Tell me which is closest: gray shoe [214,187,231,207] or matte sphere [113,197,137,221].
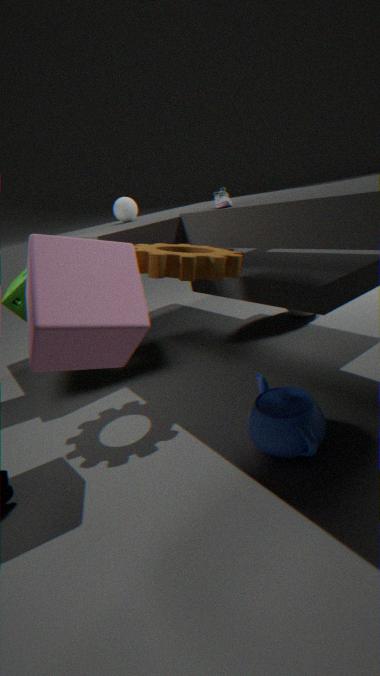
gray shoe [214,187,231,207]
